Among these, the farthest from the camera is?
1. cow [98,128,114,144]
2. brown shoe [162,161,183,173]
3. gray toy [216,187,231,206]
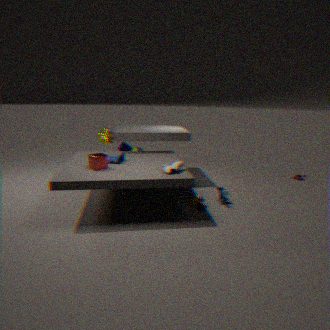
cow [98,128,114,144]
